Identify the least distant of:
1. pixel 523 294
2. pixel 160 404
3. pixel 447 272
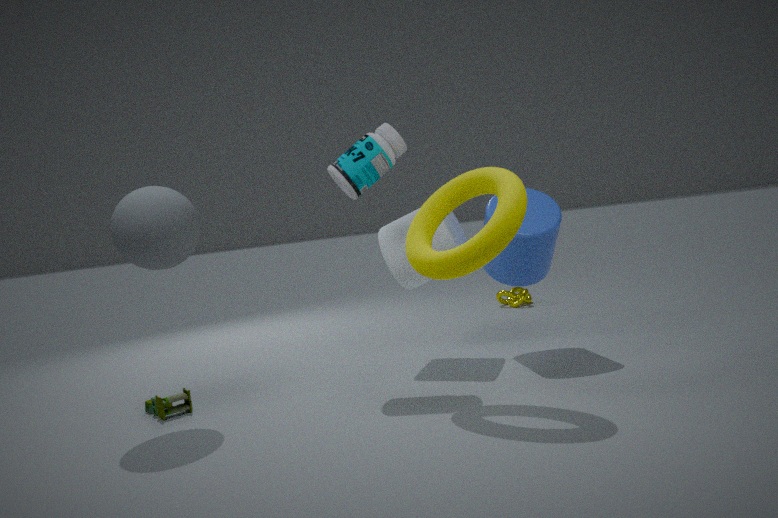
pixel 447 272
